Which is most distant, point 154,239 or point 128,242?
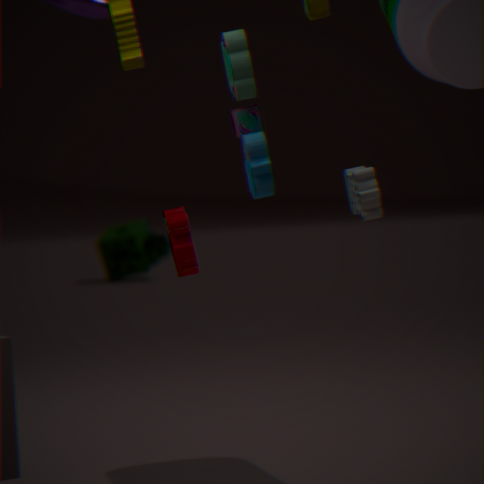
point 154,239
